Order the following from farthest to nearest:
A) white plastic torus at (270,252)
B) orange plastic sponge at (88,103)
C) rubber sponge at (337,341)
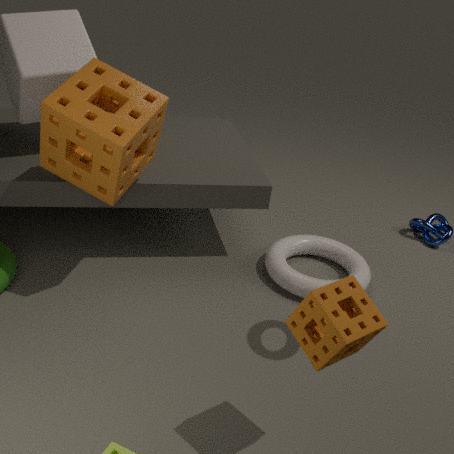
white plastic torus at (270,252) → orange plastic sponge at (88,103) → rubber sponge at (337,341)
